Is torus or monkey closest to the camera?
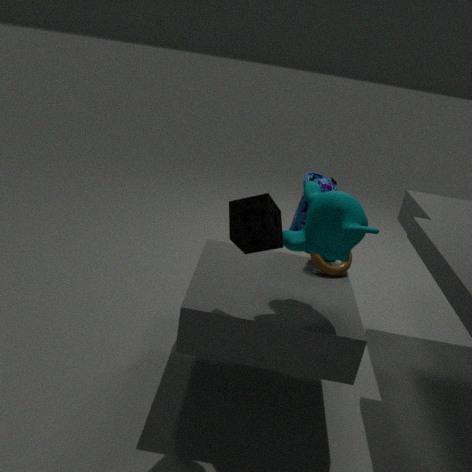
monkey
